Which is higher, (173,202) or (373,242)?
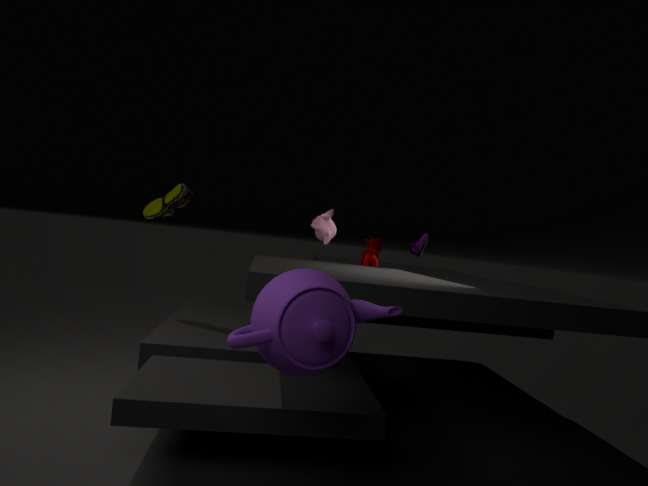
(173,202)
